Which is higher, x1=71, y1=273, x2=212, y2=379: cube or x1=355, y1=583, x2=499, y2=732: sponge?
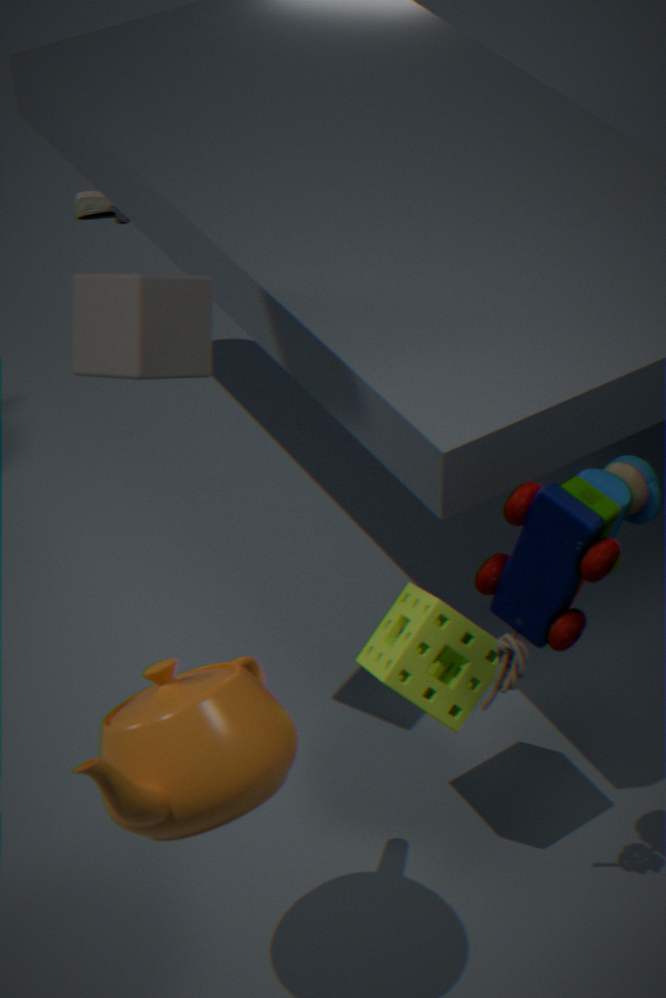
x1=71, y1=273, x2=212, y2=379: cube
